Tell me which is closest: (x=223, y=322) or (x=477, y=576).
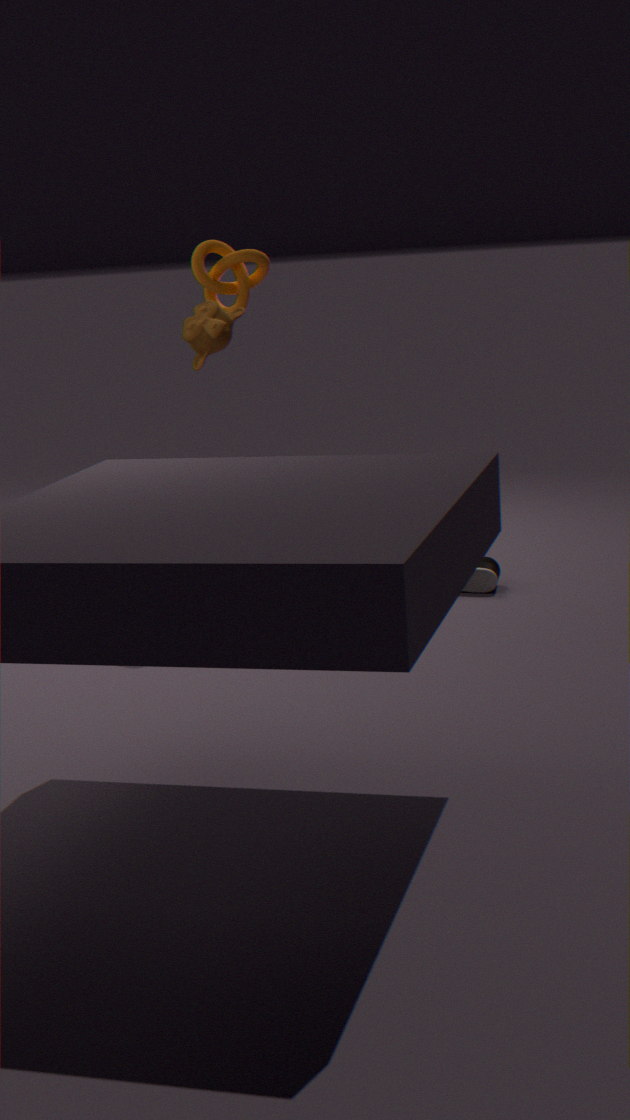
(x=223, y=322)
